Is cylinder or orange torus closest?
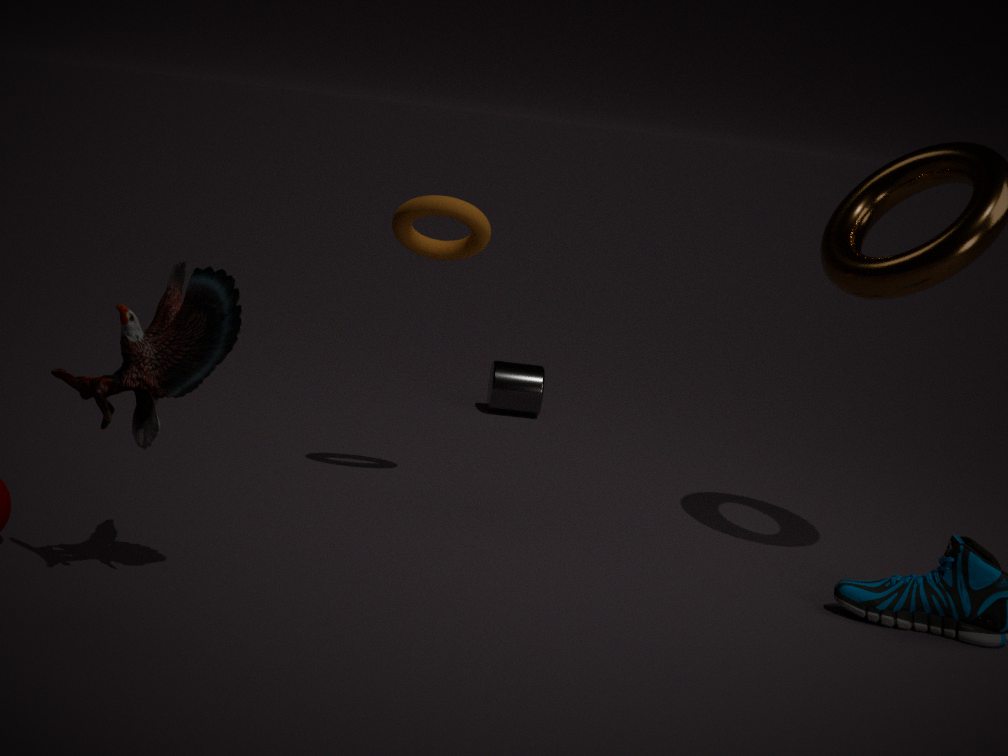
orange torus
